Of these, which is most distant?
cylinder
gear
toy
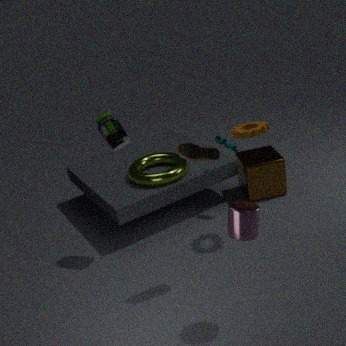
toy
